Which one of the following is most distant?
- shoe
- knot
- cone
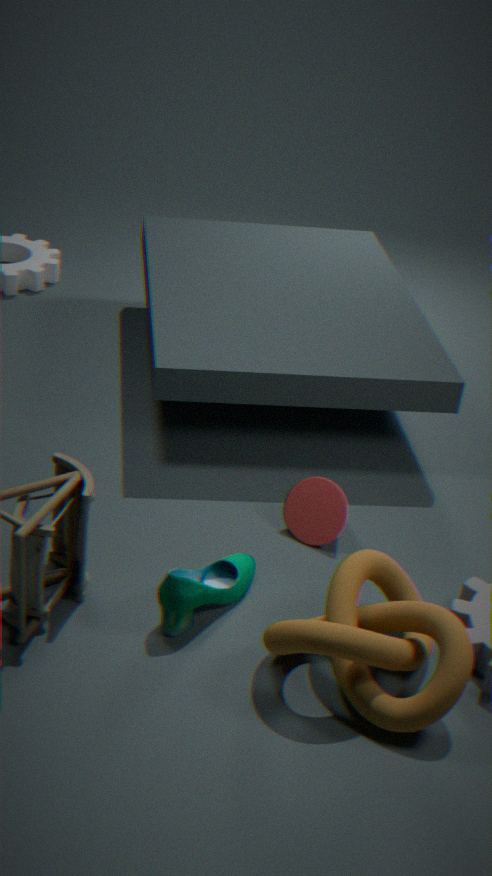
cone
